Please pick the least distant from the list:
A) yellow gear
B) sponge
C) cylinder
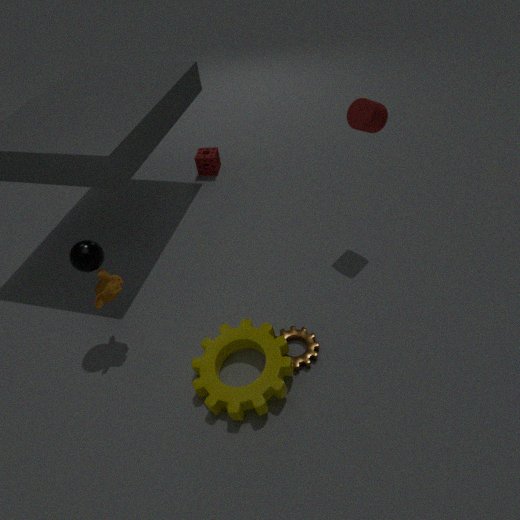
yellow gear
